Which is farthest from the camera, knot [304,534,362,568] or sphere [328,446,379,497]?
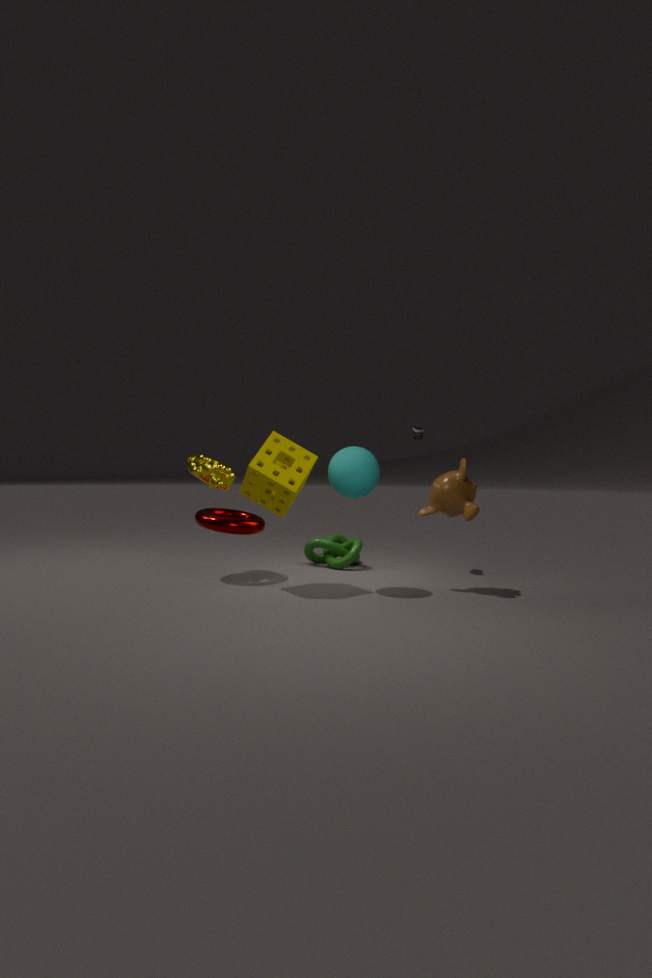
knot [304,534,362,568]
